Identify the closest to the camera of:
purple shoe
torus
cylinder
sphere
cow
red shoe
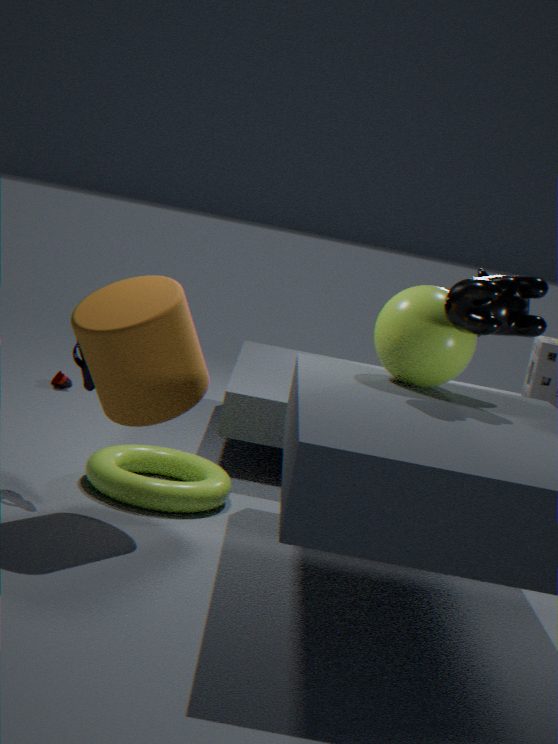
cylinder
